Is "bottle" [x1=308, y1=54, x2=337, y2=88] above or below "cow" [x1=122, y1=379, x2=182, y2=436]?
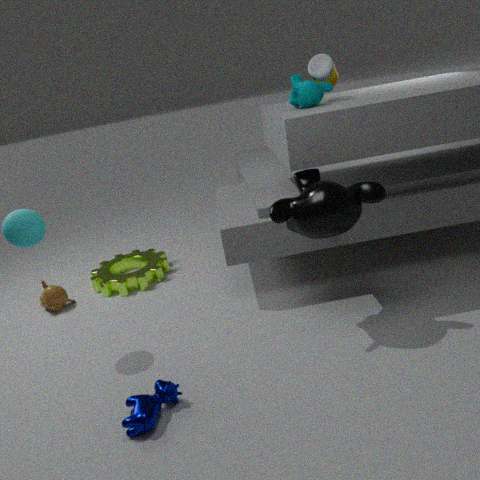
above
